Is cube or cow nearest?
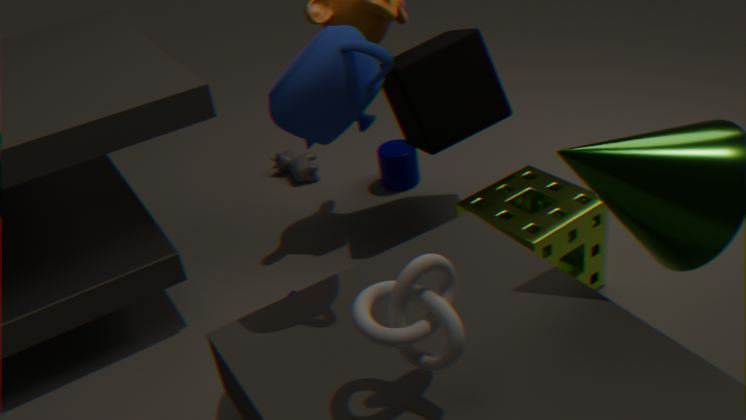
cube
